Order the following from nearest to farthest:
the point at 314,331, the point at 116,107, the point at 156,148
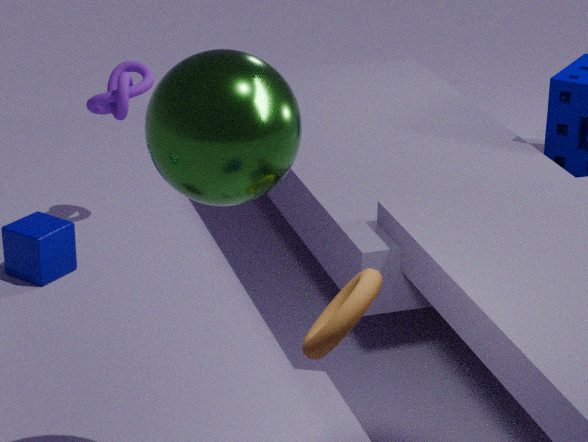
the point at 156,148
the point at 314,331
the point at 116,107
